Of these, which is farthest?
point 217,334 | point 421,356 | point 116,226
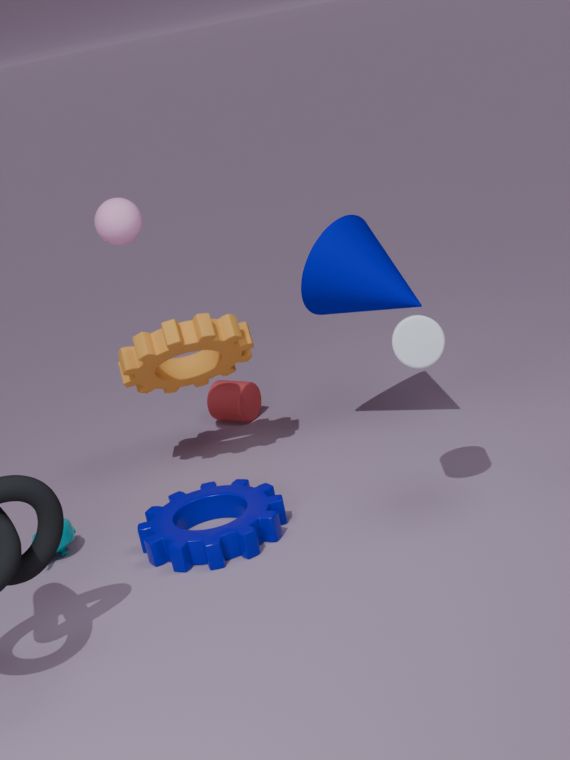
point 217,334
